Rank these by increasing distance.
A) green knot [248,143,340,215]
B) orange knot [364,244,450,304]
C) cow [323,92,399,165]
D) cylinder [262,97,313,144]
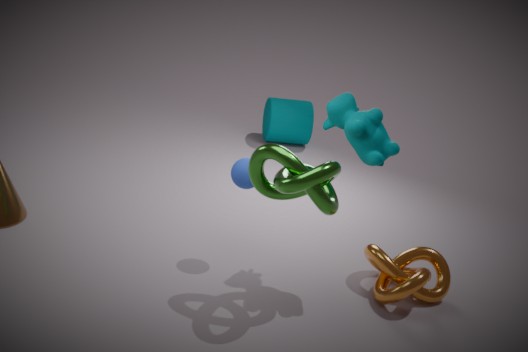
green knot [248,143,340,215]
cow [323,92,399,165]
orange knot [364,244,450,304]
cylinder [262,97,313,144]
